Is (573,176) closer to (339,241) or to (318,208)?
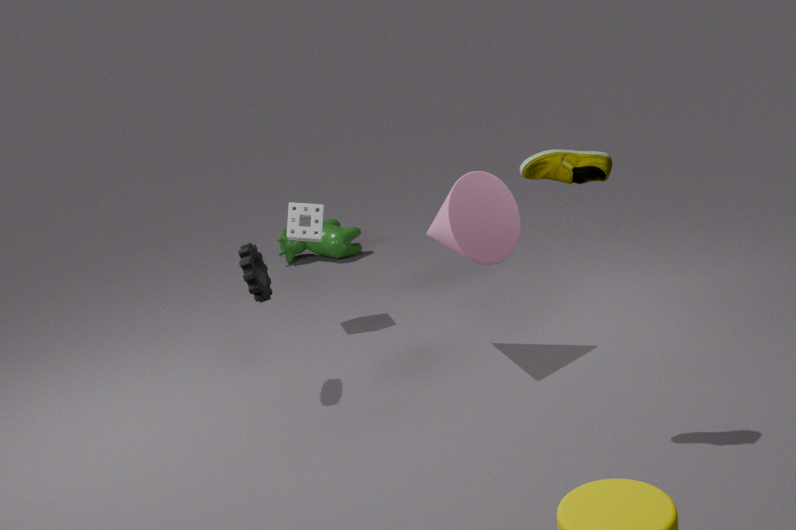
(318,208)
